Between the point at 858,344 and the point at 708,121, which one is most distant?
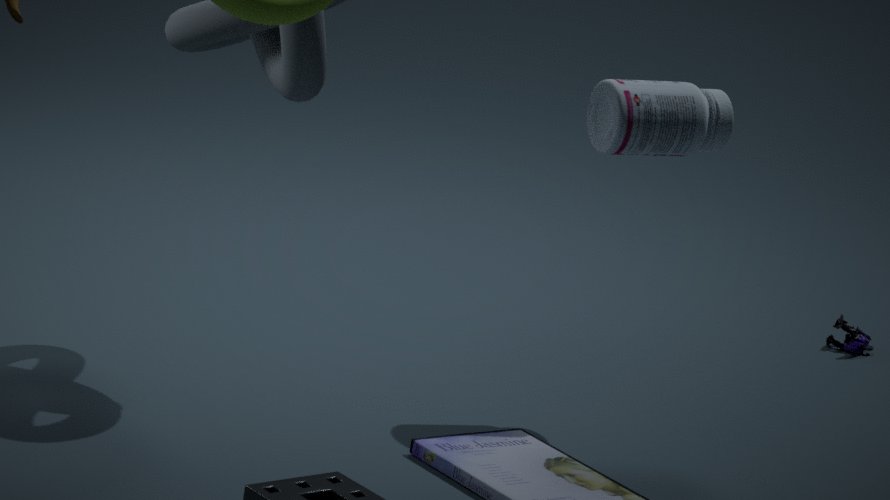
the point at 858,344
